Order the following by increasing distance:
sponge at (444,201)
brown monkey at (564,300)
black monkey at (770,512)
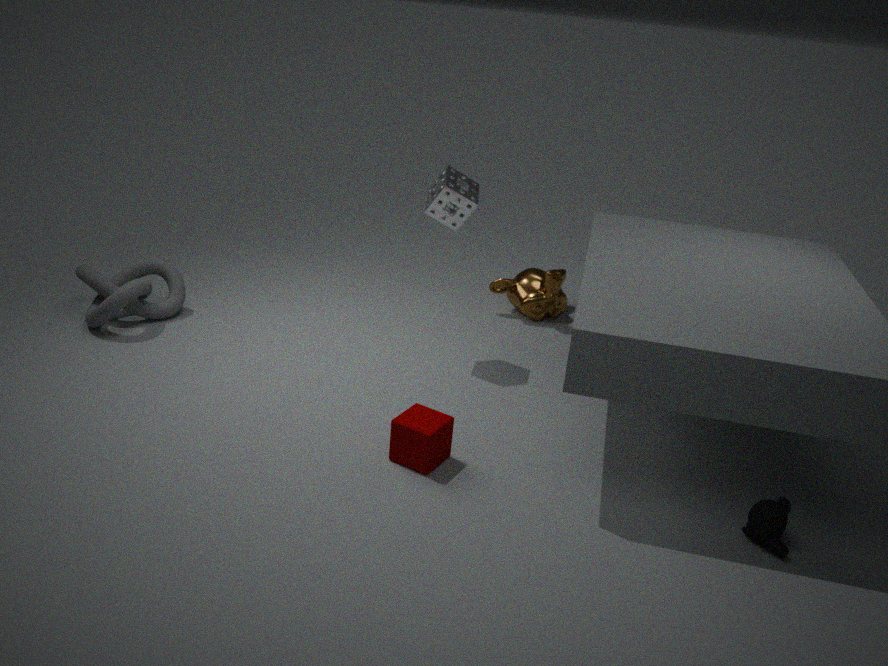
1. black monkey at (770,512)
2. sponge at (444,201)
3. brown monkey at (564,300)
